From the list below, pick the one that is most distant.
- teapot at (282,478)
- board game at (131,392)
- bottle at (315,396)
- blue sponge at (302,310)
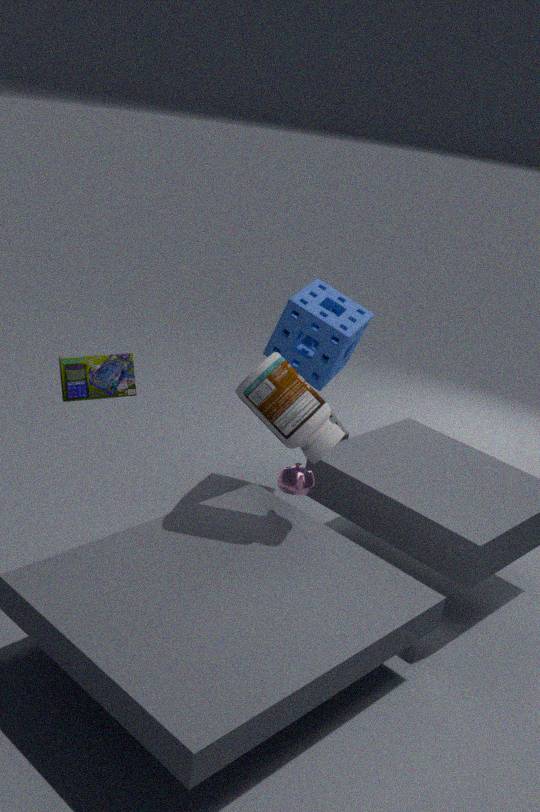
blue sponge at (302,310)
